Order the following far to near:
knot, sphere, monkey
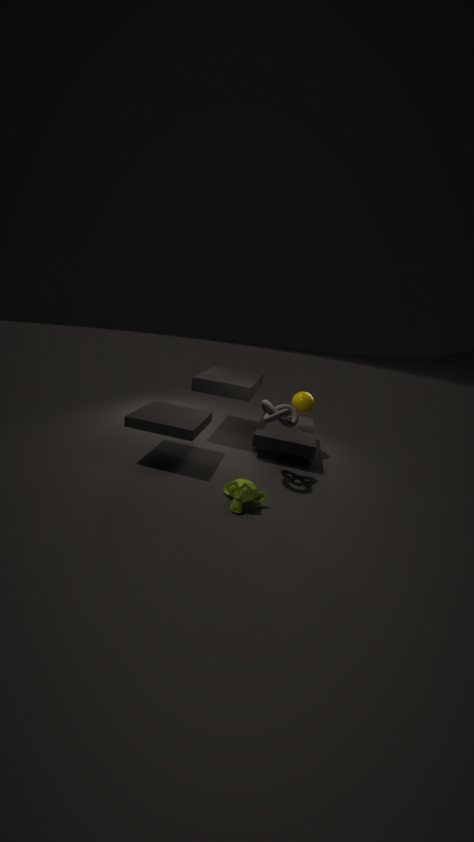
sphere
knot
monkey
